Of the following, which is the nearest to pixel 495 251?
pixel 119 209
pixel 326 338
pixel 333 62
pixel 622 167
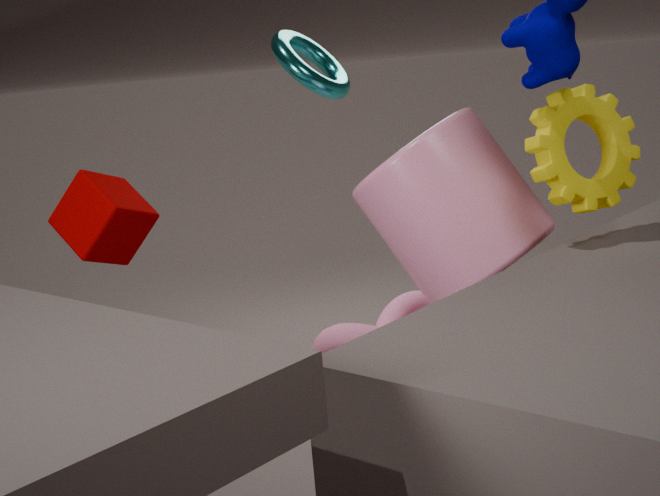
pixel 622 167
